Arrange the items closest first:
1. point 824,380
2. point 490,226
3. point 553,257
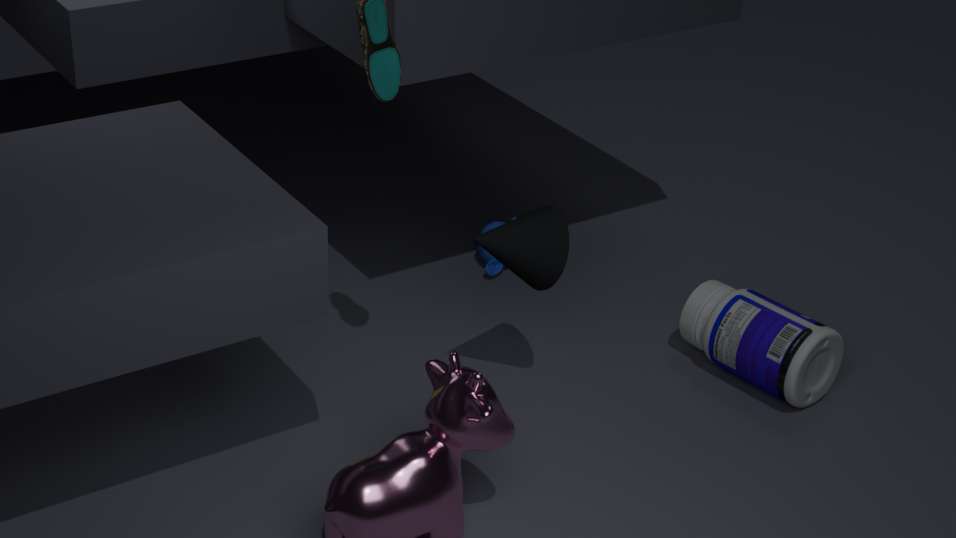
1. point 553,257
2. point 824,380
3. point 490,226
